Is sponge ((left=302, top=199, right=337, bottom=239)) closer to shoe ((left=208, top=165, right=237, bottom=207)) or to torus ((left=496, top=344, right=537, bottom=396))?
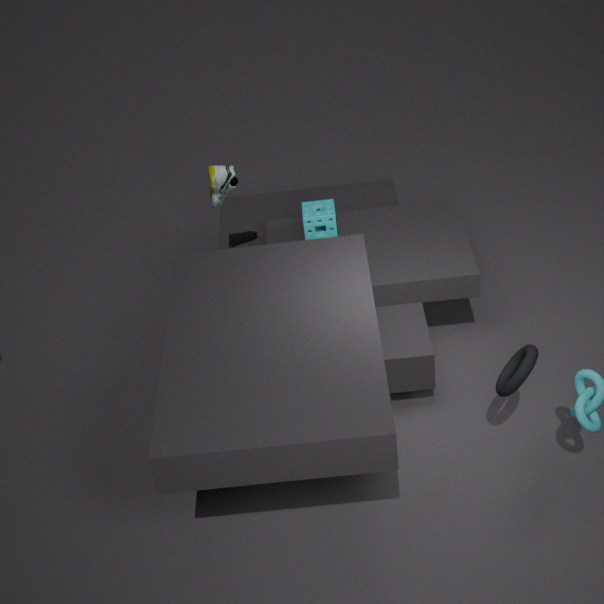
shoe ((left=208, top=165, right=237, bottom=207))
